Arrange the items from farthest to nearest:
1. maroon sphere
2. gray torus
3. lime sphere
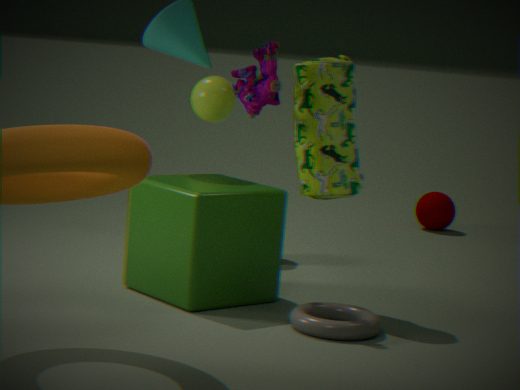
maroon sphere, lime sphere, gray torus
